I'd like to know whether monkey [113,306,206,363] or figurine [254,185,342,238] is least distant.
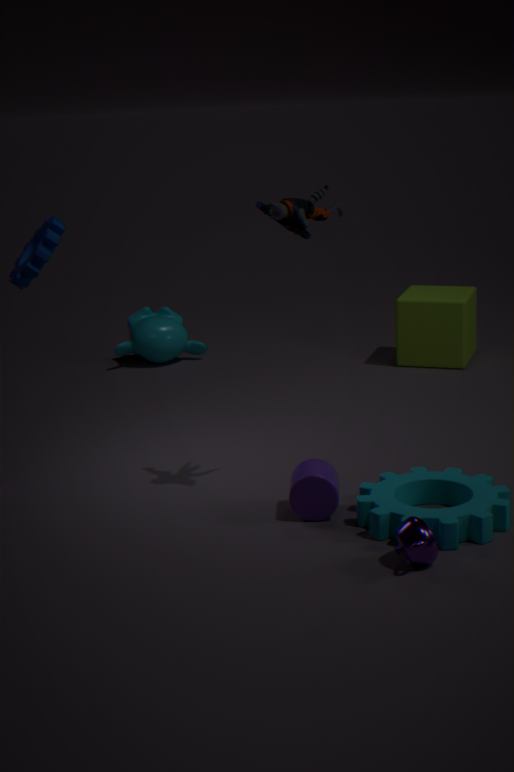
figurine [254,185,342,238]
